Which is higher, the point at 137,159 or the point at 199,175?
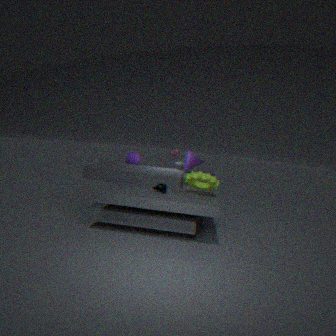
the point at 137,159
